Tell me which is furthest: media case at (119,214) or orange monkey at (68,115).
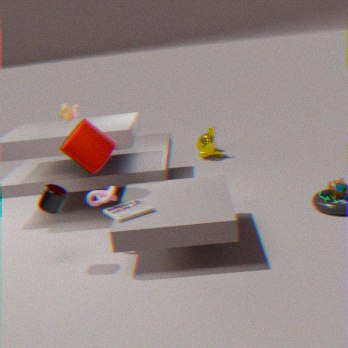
orange monkey at (68,115)
